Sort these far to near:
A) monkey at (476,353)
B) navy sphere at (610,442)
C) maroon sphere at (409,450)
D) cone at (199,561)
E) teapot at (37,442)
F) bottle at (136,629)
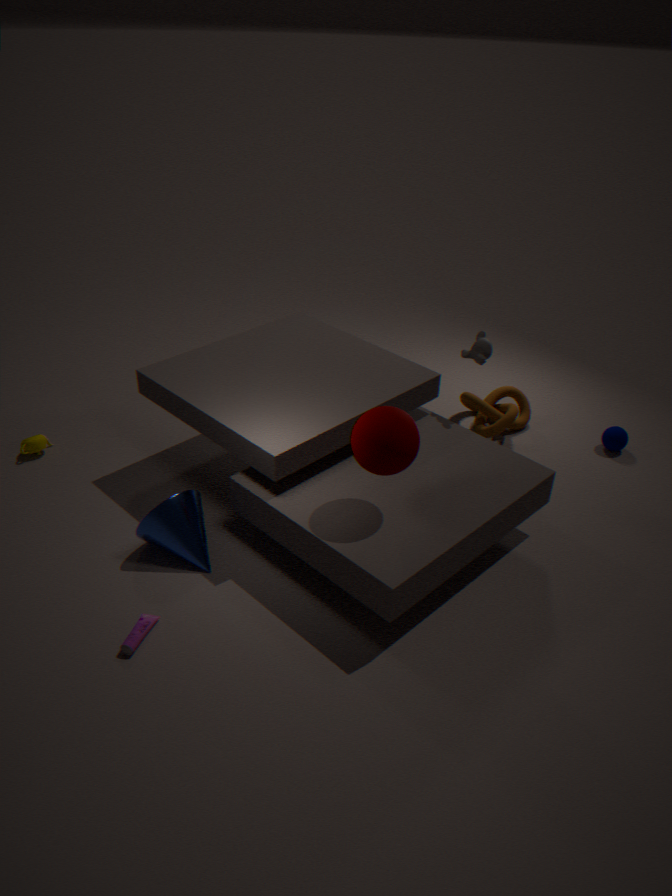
1. navy sphere at (610,442)
2. teapot at (37,442)
3. monkey at (476,353)
4. cone at (199,561)
5. maroon sphere at (409,450)
6. bottle at (136,629)
